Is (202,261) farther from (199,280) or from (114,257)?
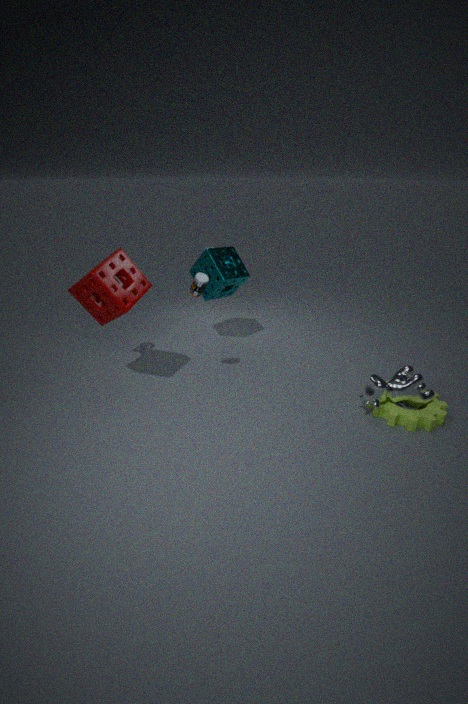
(114,257)
